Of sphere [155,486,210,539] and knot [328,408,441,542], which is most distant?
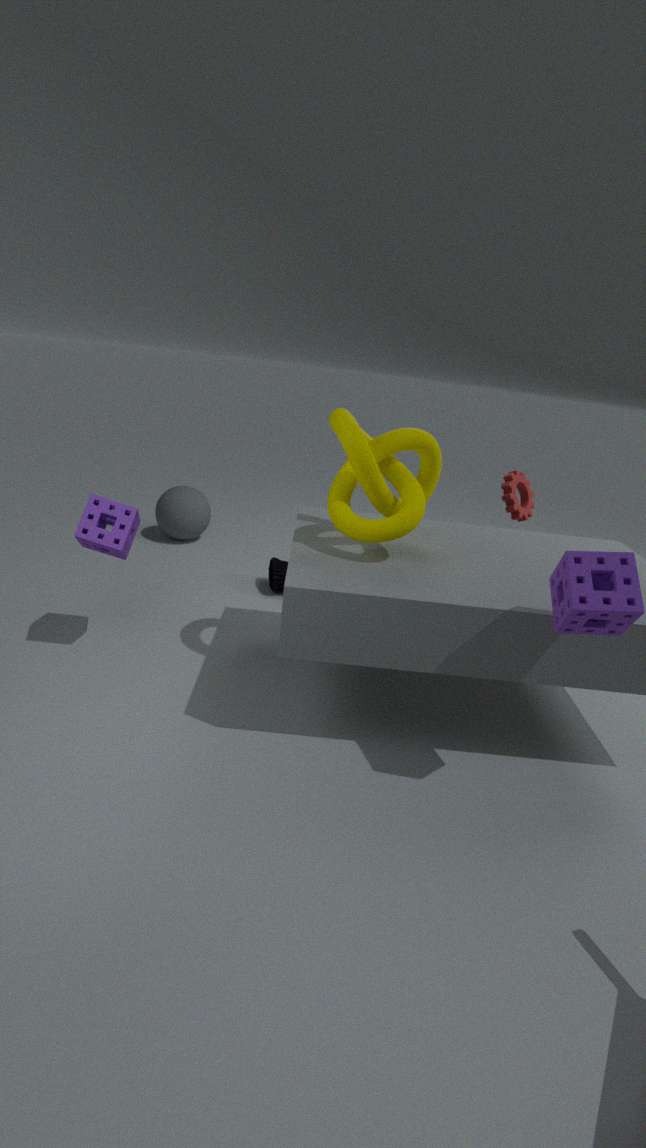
sphere [155,486,210,539]
